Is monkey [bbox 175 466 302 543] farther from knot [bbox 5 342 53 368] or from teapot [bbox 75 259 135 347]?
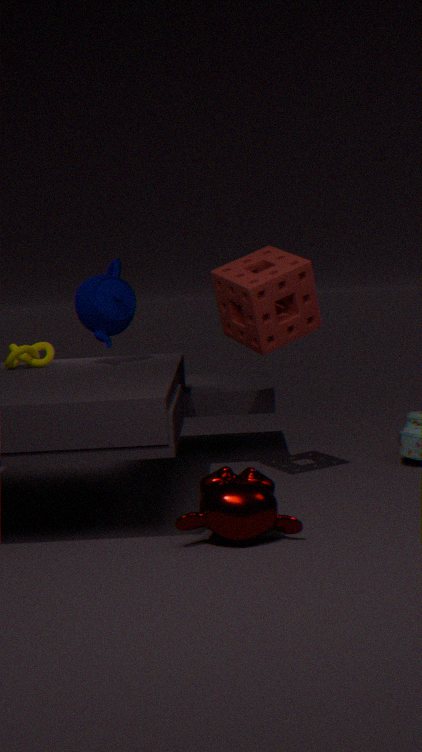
knot [bbox 5 342 53 368]
